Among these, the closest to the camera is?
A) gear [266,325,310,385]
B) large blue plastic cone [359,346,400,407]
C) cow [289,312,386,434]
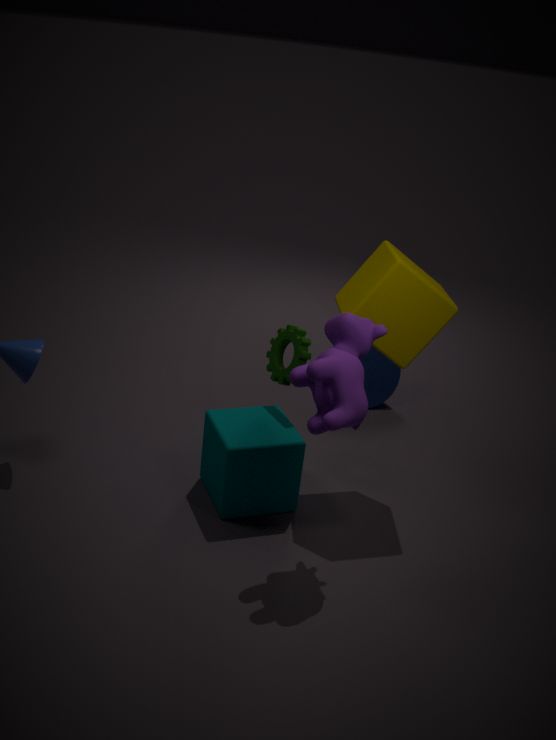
cow [289,312,386,434]
